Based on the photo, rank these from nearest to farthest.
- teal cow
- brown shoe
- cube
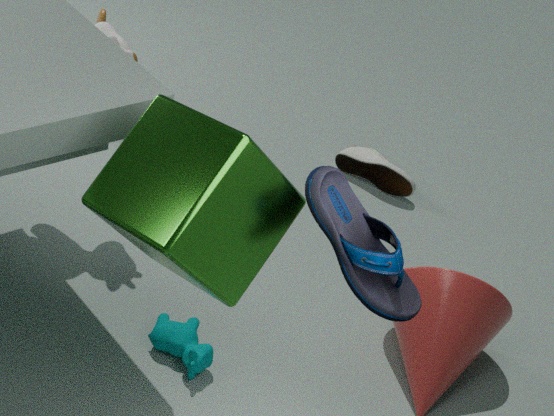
1. cube
2. teal cow
3. brown shoe
